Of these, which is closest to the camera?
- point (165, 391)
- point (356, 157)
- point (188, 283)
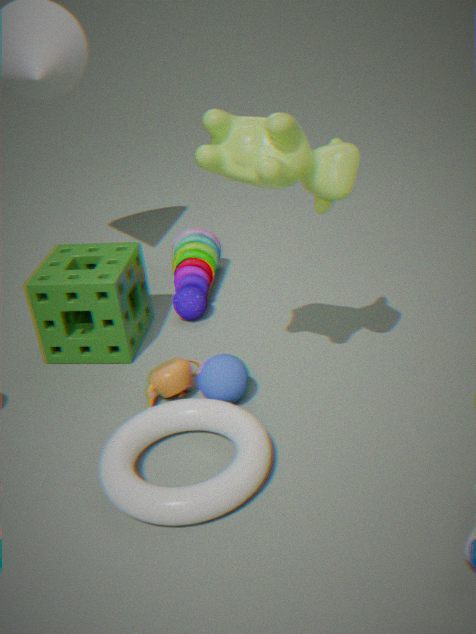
point (356, 157)
